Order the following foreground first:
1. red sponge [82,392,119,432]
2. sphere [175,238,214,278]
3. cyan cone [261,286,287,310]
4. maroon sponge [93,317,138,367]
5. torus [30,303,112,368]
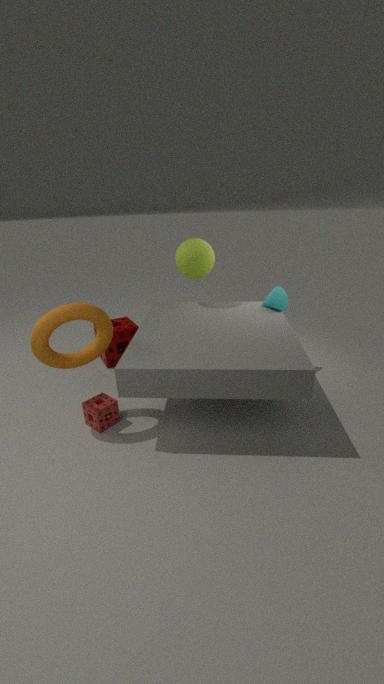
torus [30,303,112,368]
red sponge [82,392,119,432]
cyan cone [261,286,287,310]
sphere [175,238,214,278]
maroon sponge [93,317,138,367]
